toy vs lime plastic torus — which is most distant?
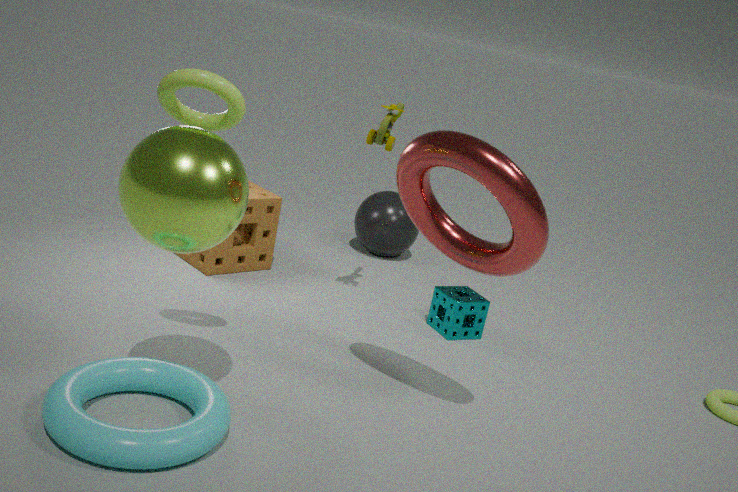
toy
